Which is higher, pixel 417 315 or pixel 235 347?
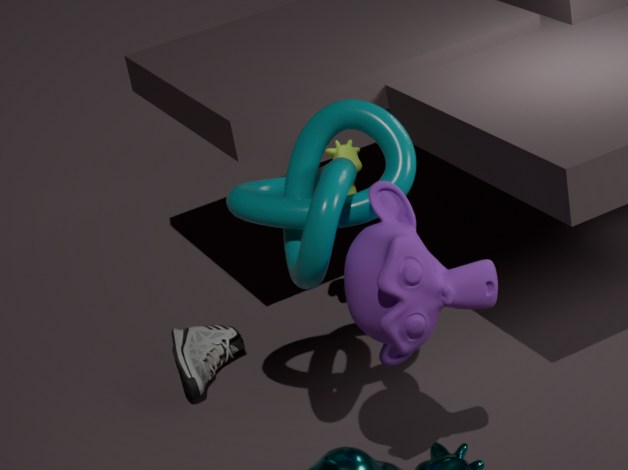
pixel 417 315
